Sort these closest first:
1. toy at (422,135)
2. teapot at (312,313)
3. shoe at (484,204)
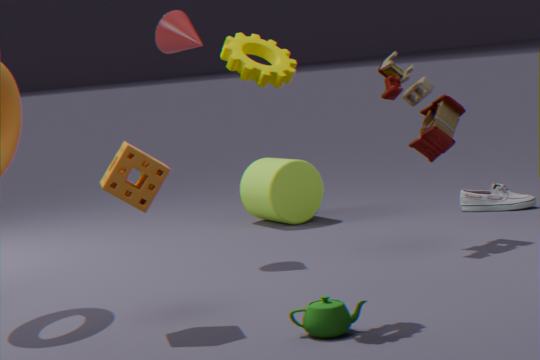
1. teapot at (312,313)
2. toy at (422,135)
3. shoe at (484,204)
